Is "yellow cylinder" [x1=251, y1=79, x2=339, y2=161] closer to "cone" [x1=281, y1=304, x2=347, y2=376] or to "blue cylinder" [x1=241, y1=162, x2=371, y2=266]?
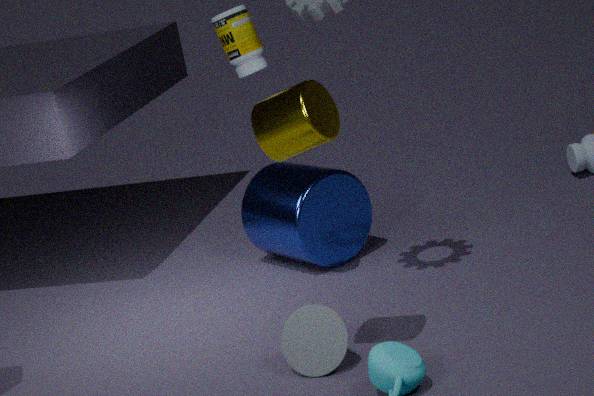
"cone" [x1=281, y1=304, x2=347, y2=376]
